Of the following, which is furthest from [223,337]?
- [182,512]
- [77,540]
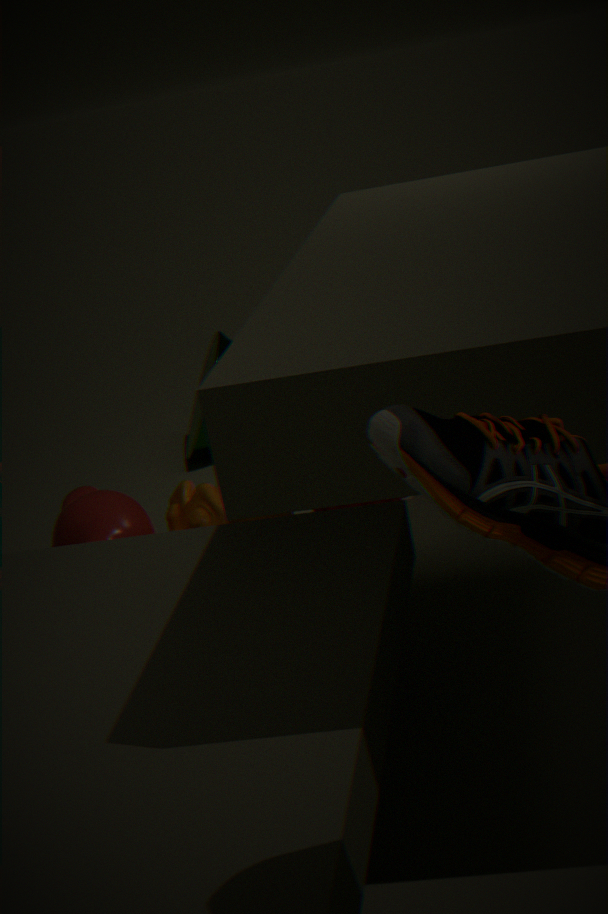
[77,540]
